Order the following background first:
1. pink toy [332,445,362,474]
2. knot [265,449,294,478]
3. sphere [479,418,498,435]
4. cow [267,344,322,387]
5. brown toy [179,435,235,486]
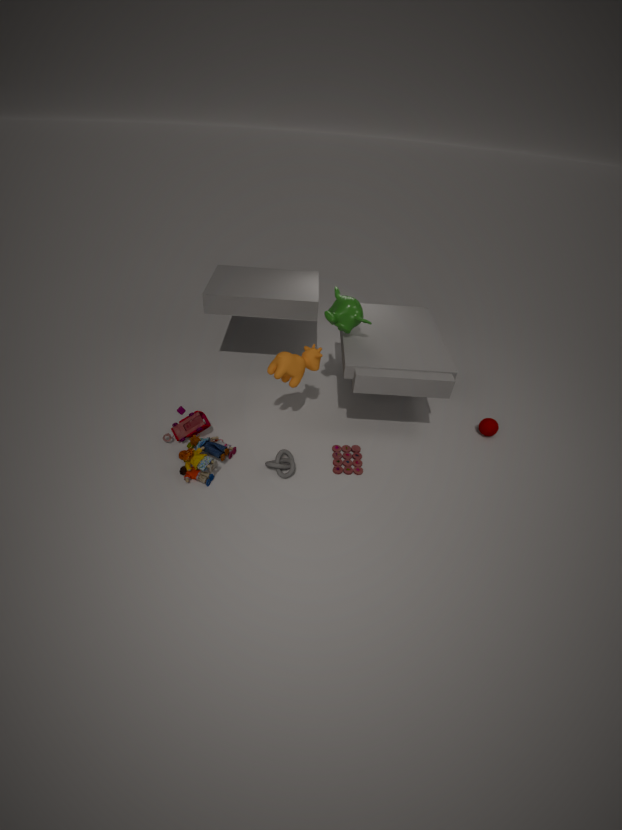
sphere [479,418,498,435] → pink toy [332,445,362,474] → cow [267,344,322,387] → knot [265,449,294,478] → brown toy [179,435,235,486]
